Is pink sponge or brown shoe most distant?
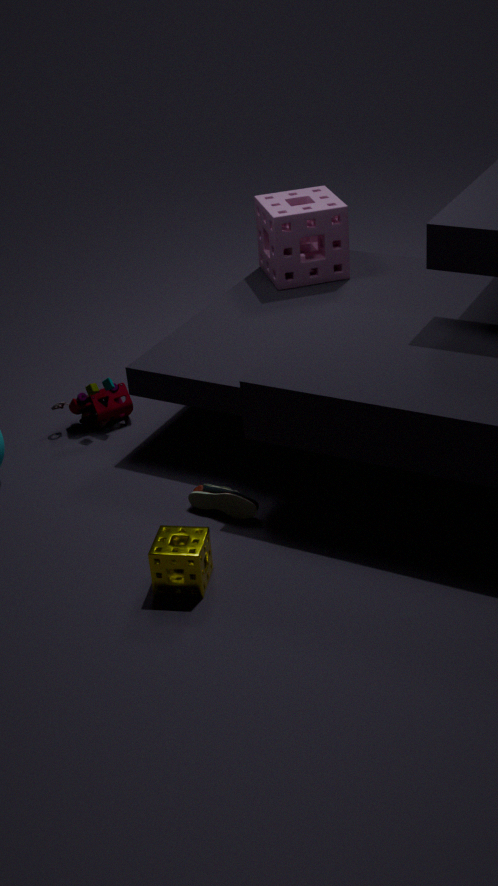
A: pink sponge
